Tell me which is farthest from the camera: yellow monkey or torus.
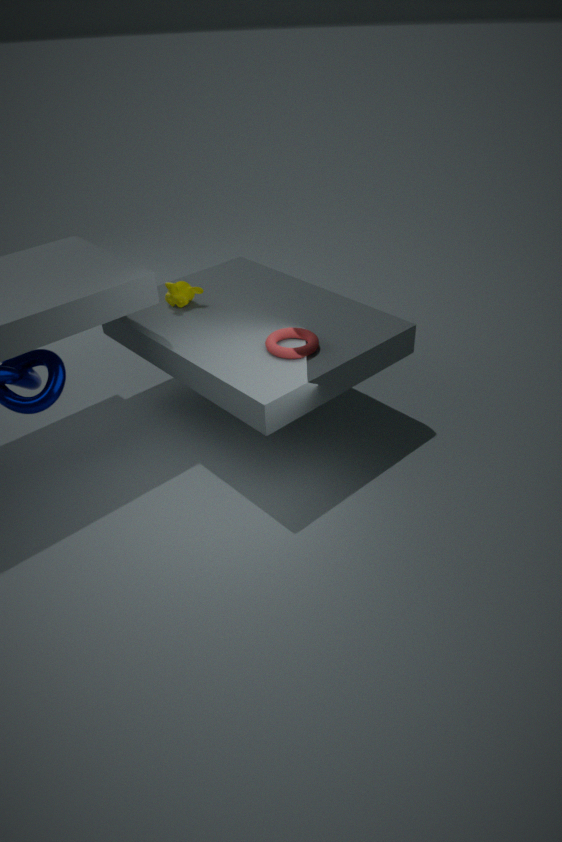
yellow monkey
